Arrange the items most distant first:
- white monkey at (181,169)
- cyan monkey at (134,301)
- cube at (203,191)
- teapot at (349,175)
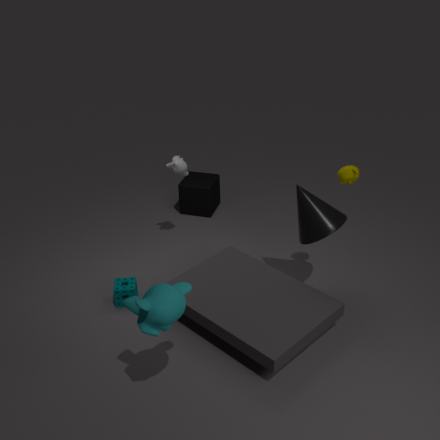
cube at (203,191)
white monkey at (181,169)
teapot at (349,175)
cyan monkey at (134,301)
